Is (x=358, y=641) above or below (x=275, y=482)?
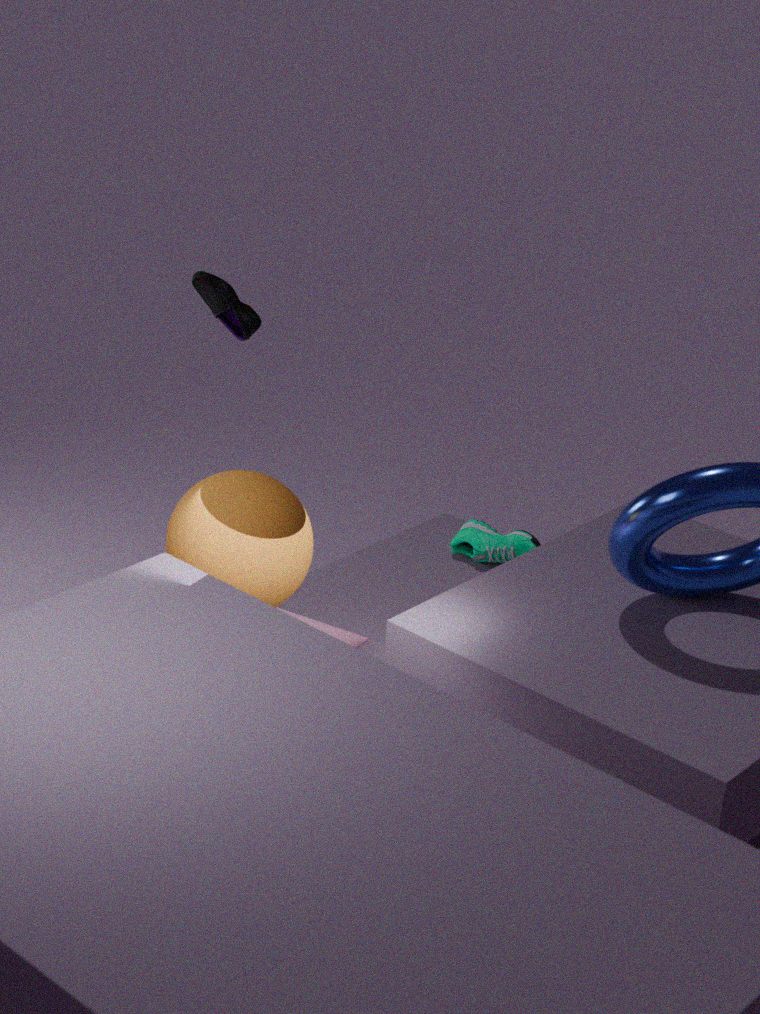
below
